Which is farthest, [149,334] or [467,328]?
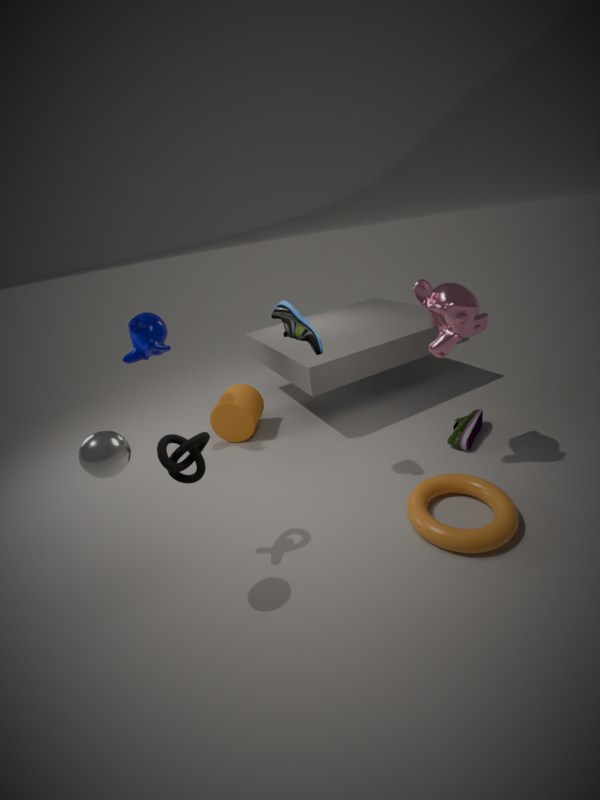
[149,334]
